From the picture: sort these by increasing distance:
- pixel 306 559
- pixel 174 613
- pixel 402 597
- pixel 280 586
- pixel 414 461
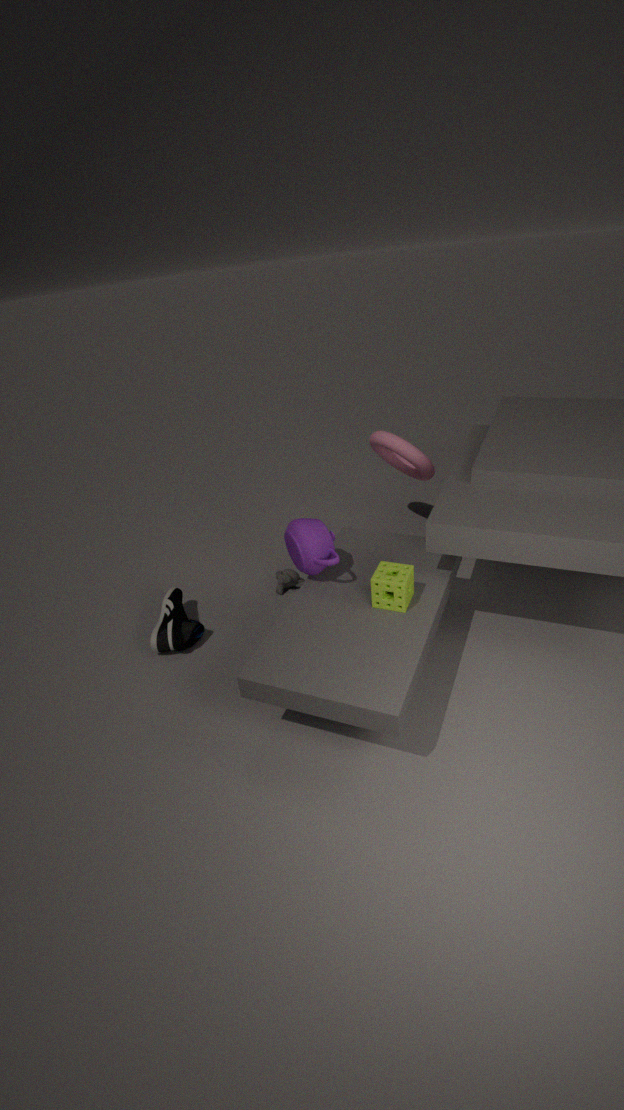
pixel 402 597
pixel 306 559
pixel 174 613
pixel 414 461
pixel 280 586
